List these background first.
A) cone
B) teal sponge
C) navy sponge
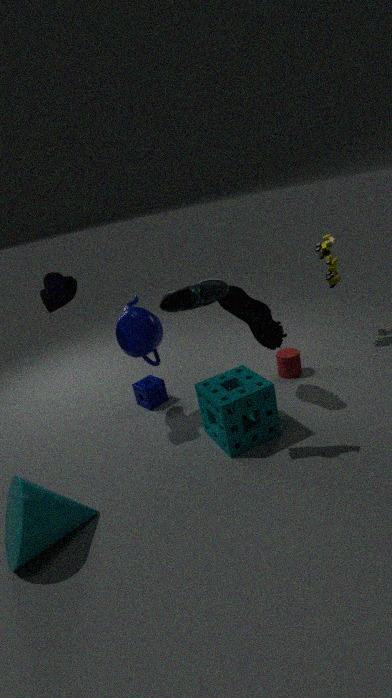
navy sponge, teal sponge, cone
